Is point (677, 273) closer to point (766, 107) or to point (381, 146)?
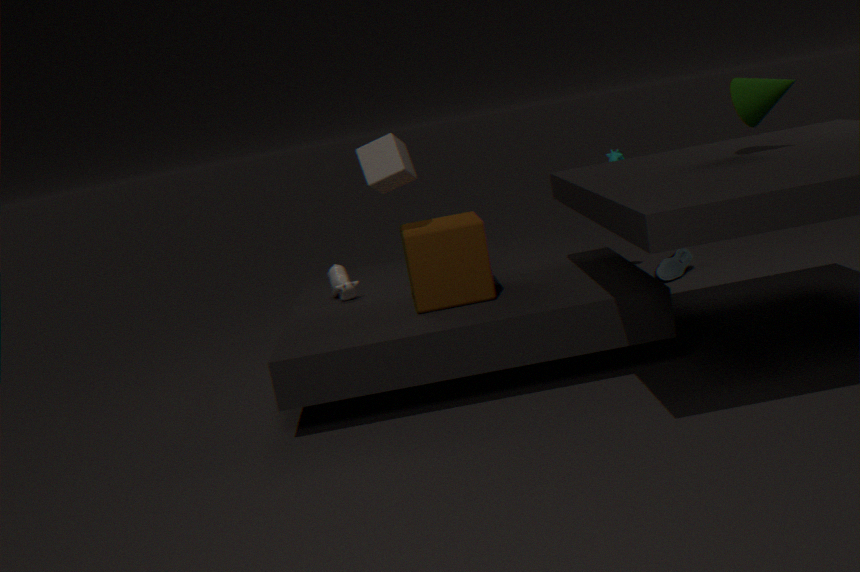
point (766, 107)
